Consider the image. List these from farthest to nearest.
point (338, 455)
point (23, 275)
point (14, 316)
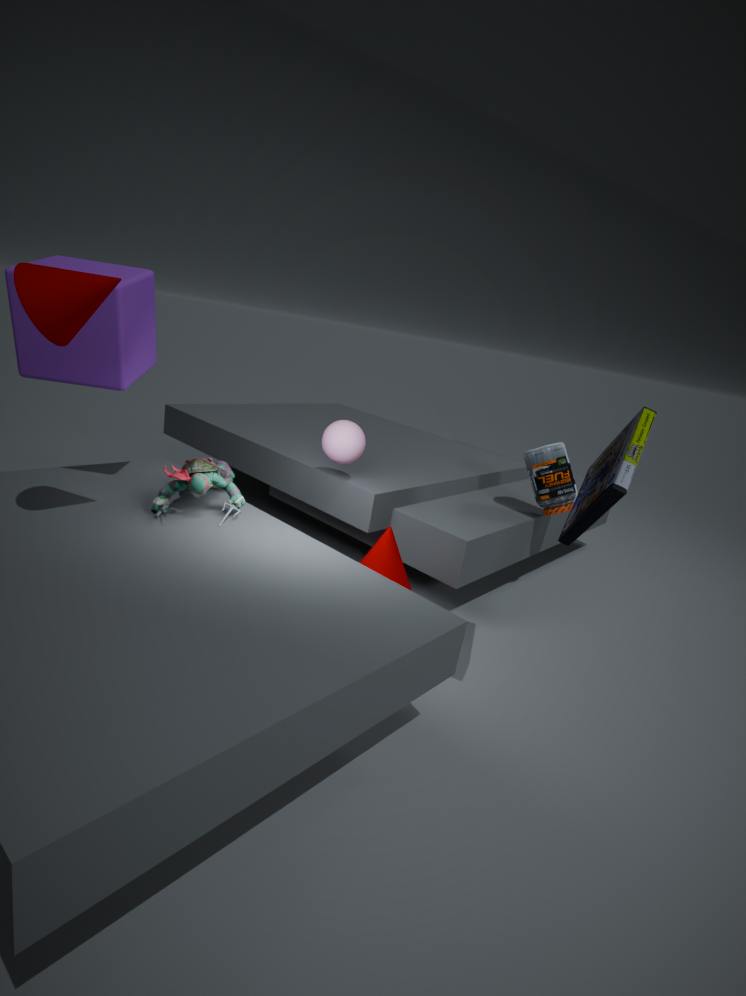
point (338, 455) → point (14, 316) → point (23, 275)
